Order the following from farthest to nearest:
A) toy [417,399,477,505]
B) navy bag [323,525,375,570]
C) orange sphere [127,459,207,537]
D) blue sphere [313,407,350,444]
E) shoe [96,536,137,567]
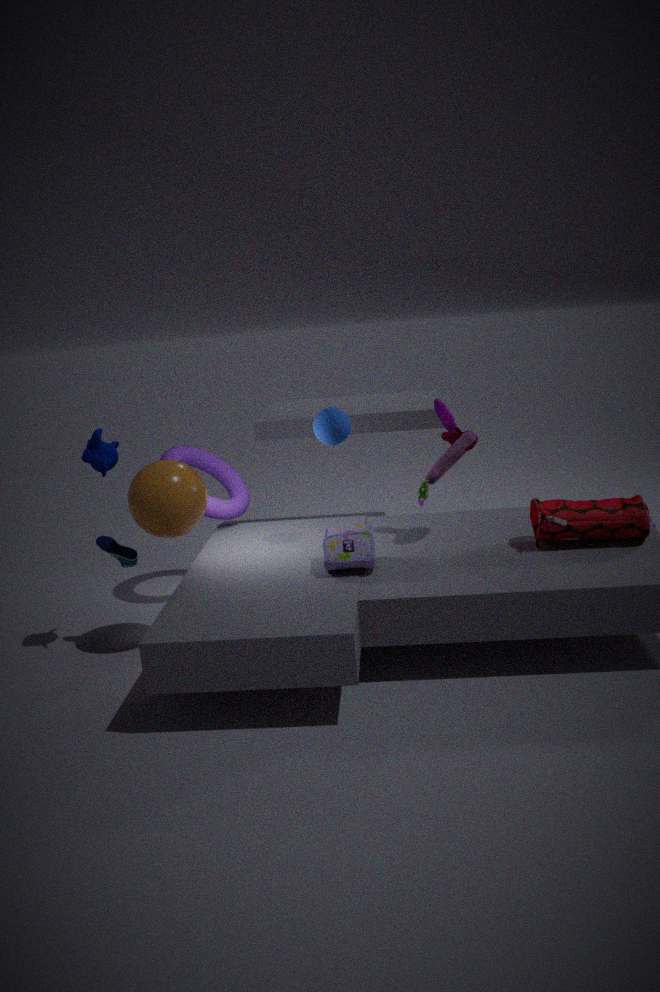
shoe [96,536,137,567]
blue sphere [313,407,350,444]
toy [417,399,477,505]
orange sphere [127,459,207,537]
navy bag [323,525,375,570]
